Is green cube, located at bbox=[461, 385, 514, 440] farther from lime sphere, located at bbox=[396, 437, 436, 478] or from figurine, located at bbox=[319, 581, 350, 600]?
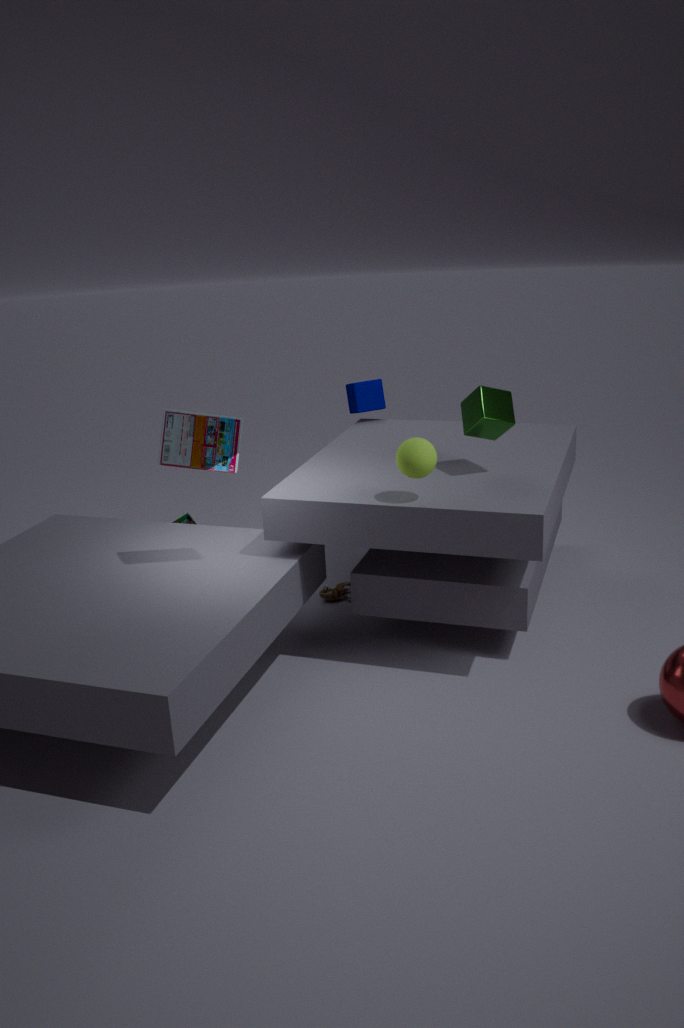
figurine, located at bbox=[319, 581, 350, 600]
